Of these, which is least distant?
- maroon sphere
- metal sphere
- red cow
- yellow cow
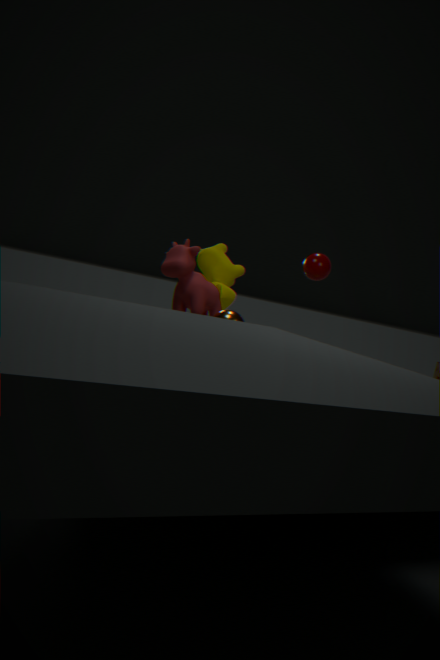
metal sphere
